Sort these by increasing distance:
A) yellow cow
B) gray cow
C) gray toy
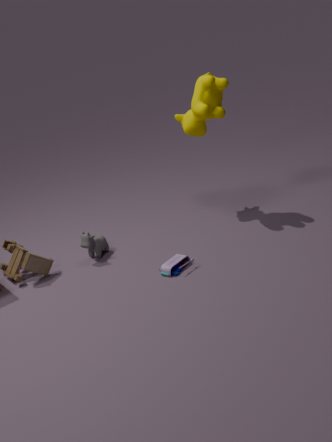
gray toy → gray cow → yellow cow
